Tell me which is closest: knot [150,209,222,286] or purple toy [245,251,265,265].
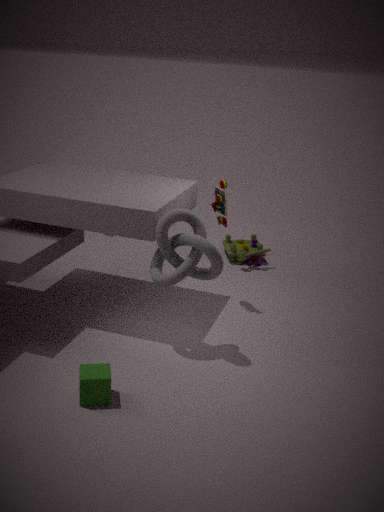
knot [150,209,222,286]
